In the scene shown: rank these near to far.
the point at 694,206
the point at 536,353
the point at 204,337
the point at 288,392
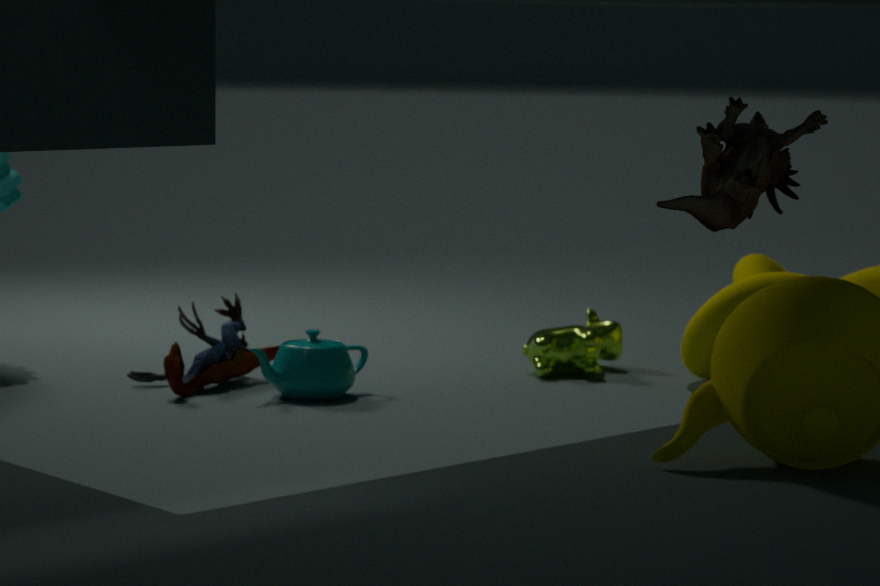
1. the point at 694,206
2. the point at 288,392
3. the point at 204,337
4. the point at 536,353
